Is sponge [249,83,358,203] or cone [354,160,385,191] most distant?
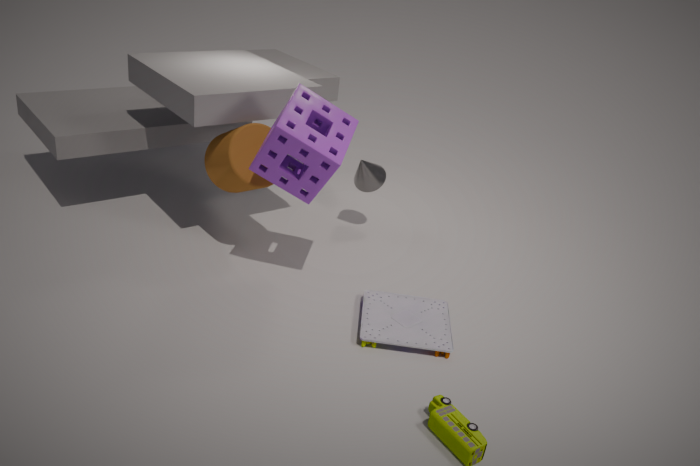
cone [354,160,385,191]
